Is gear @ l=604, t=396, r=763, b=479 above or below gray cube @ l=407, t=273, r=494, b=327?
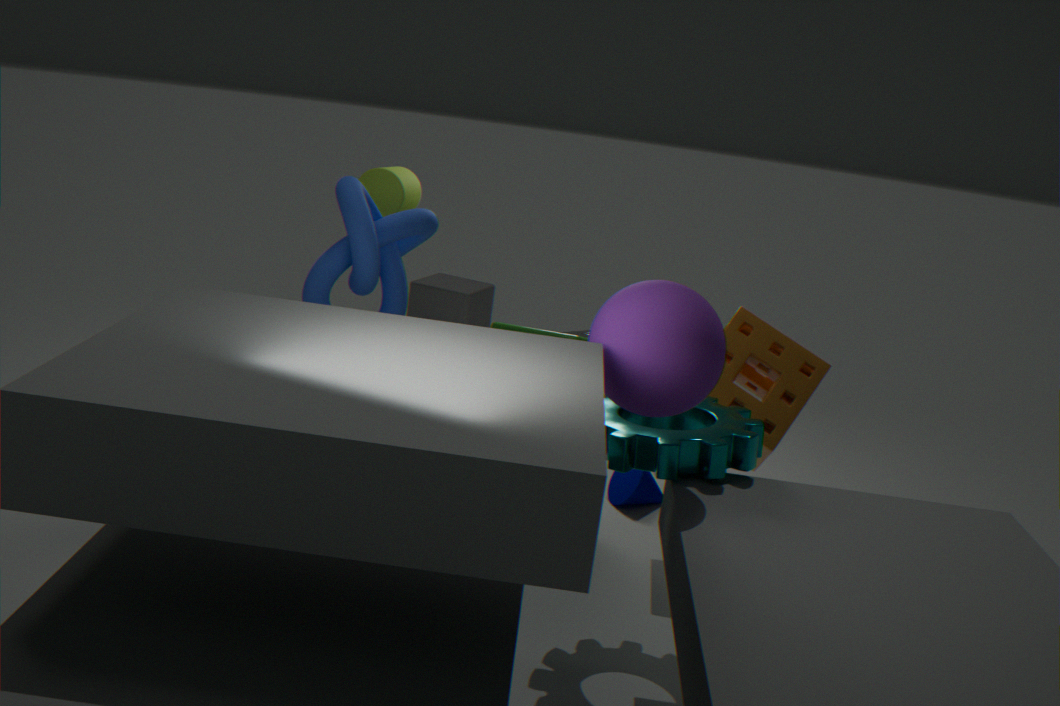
above
